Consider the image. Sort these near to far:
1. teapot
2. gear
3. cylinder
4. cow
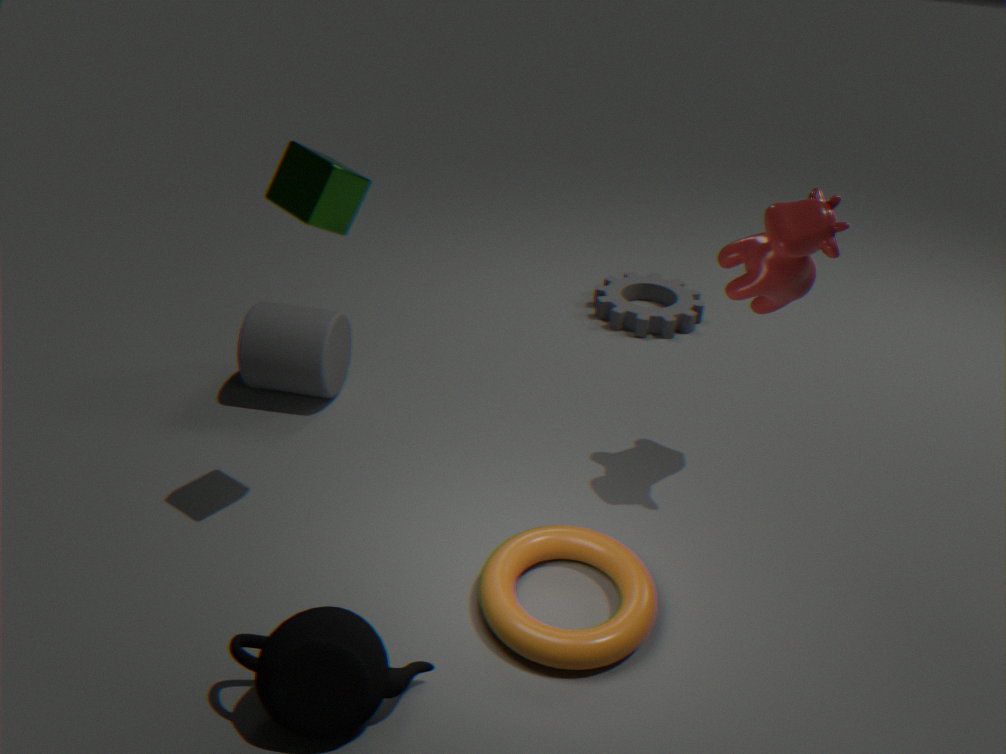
teapot
cow
cylinder
gear
